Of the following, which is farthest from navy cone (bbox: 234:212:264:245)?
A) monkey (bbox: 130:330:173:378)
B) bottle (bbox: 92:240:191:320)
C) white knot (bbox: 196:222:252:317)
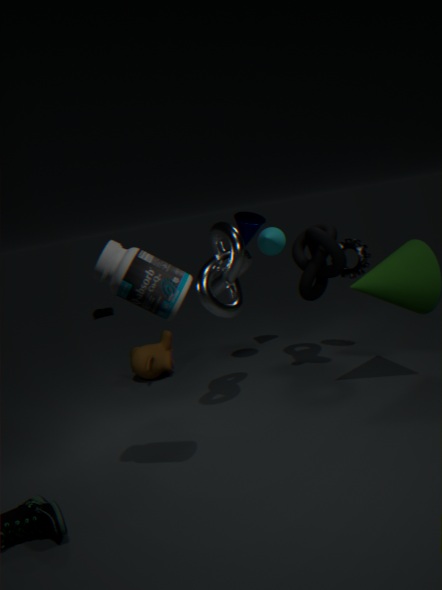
bottle (bbox: 92:240:191:320)
